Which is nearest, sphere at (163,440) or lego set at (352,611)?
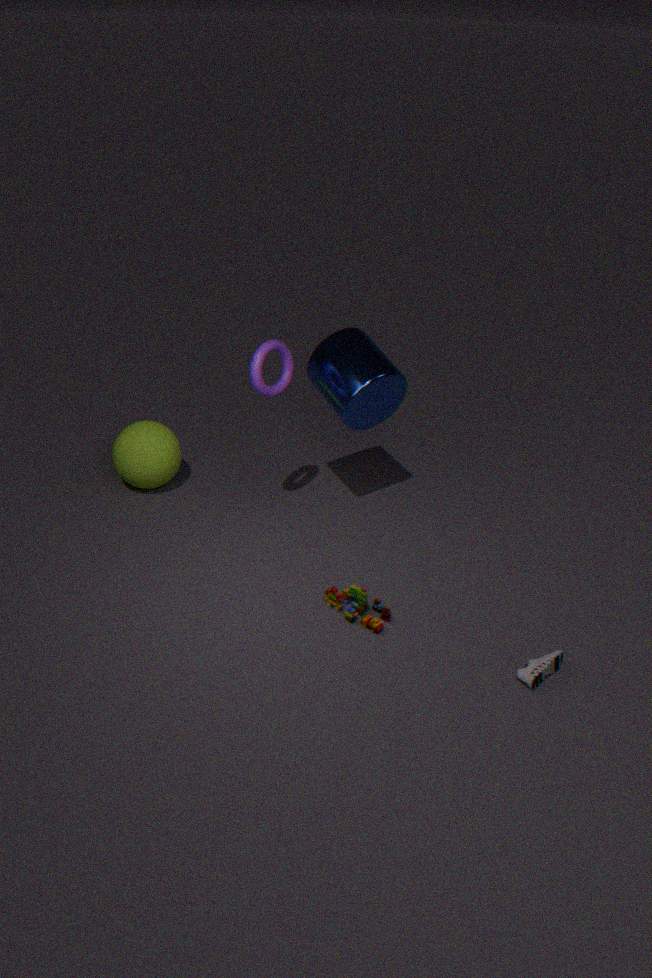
lego set at (352,611)
